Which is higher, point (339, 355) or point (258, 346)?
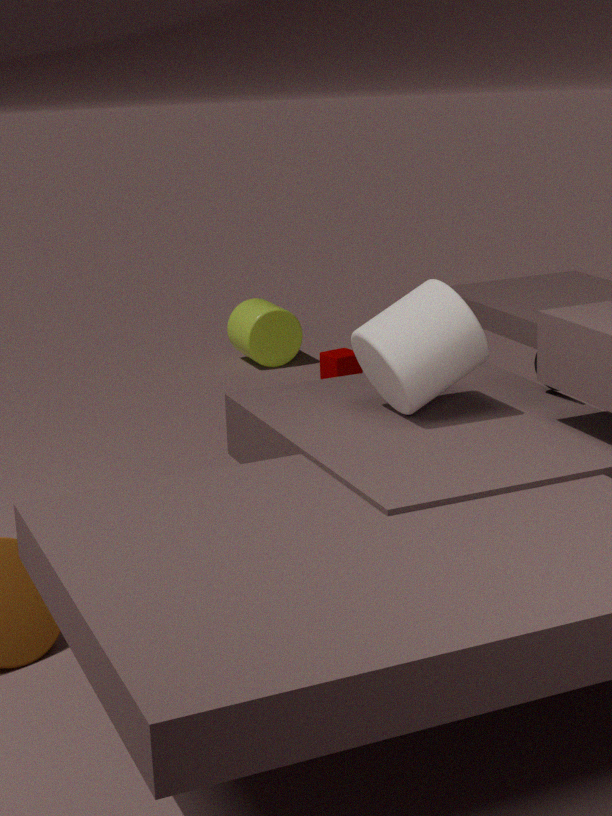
point (258, 346)
